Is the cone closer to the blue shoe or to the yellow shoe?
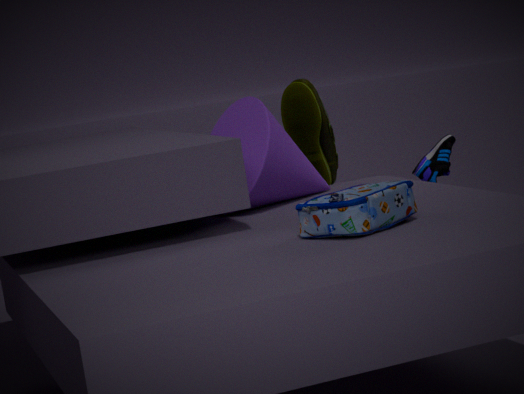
the yellow shoe
